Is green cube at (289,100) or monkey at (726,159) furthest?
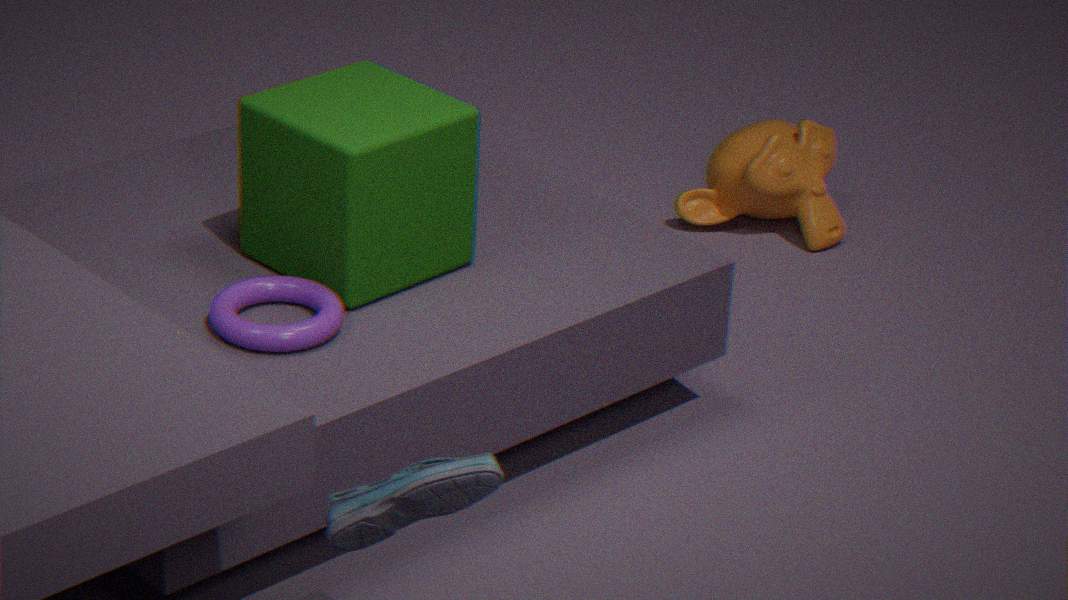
monkey at (726,159)
